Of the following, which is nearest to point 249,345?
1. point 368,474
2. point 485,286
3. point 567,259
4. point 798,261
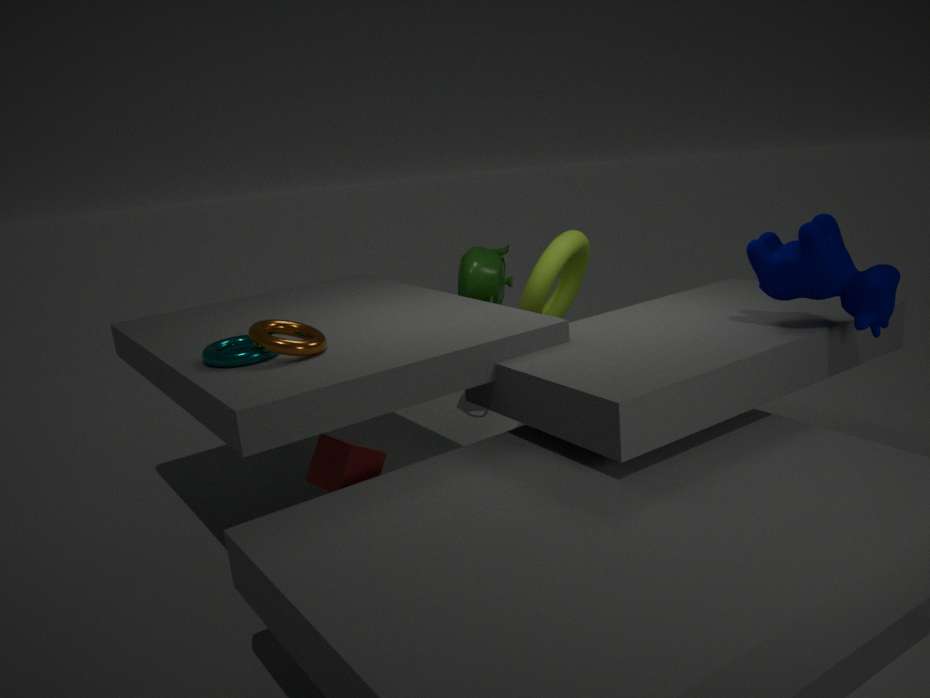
point 368,474
